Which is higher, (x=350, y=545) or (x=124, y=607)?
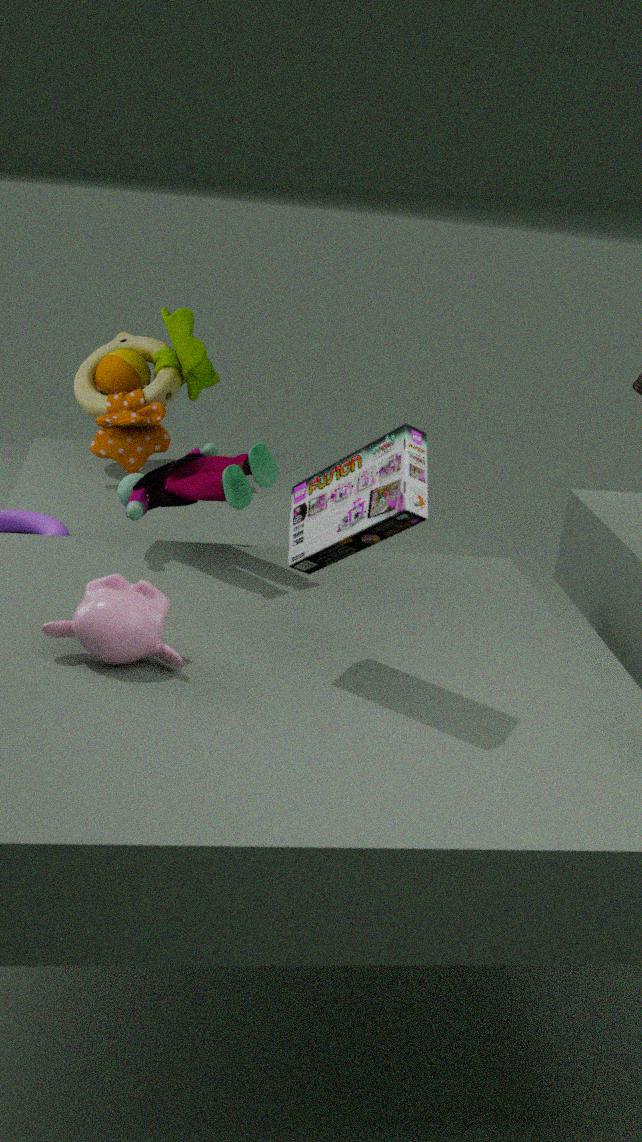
(x=350, y=545)
